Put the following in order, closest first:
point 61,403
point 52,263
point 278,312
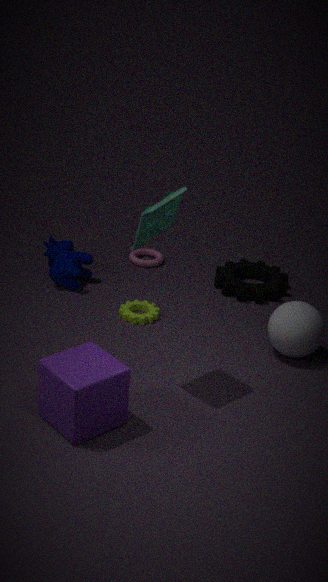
1. point 61,403
2. point 278,312
3. point 52,263
